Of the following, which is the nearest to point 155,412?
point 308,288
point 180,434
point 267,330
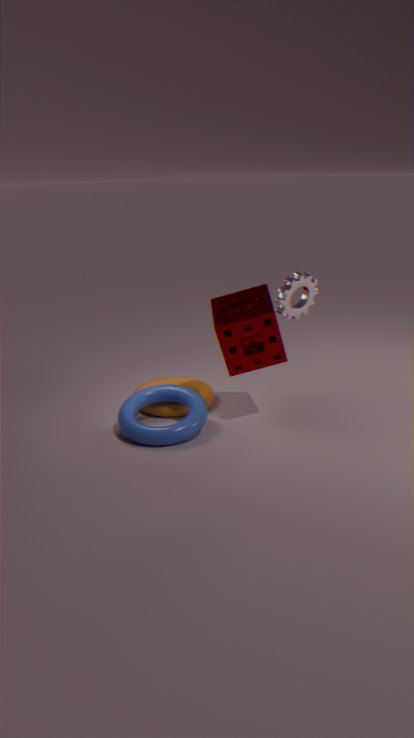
point 180,434
